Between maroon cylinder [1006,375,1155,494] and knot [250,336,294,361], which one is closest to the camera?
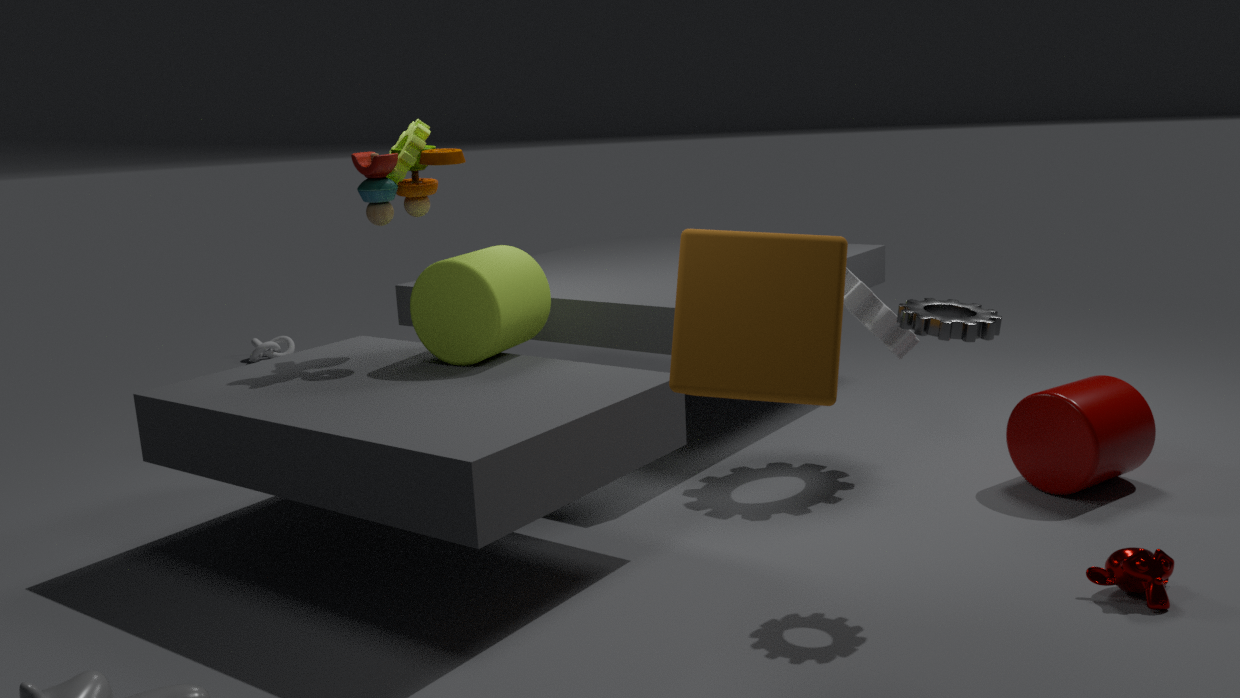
maroon cylinder [1006,375,1155,494]
